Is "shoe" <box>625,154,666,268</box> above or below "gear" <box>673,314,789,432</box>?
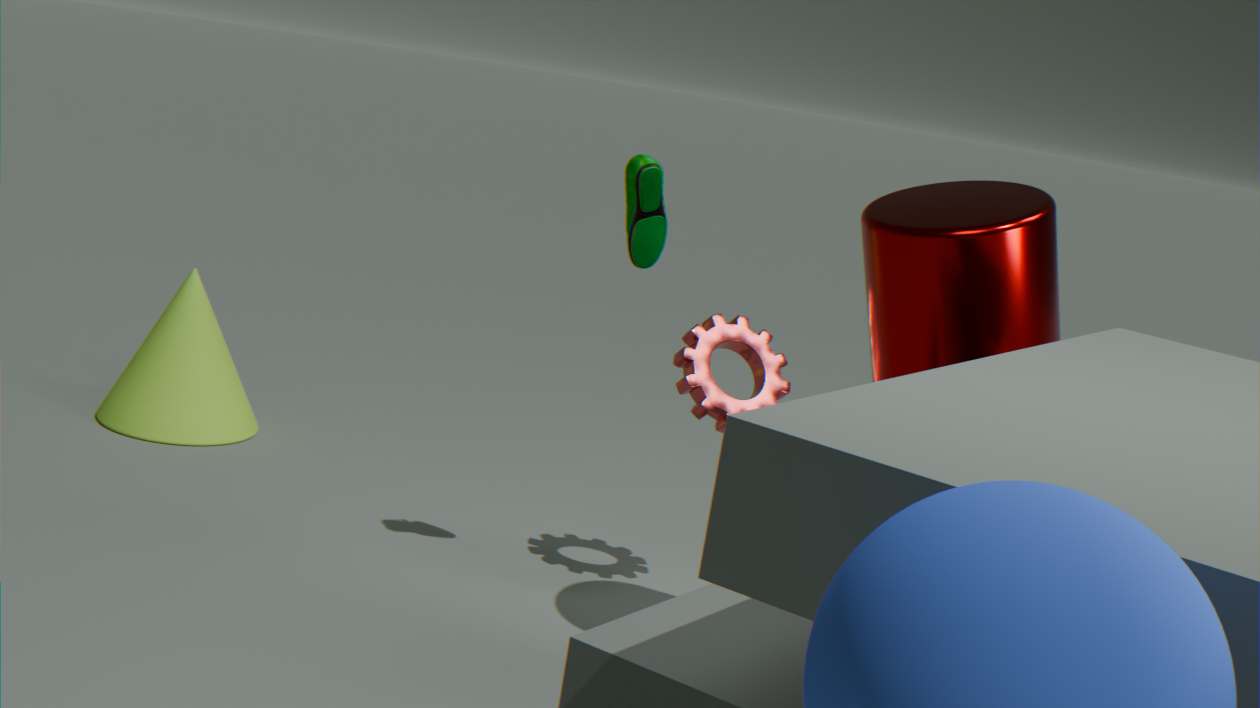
above
